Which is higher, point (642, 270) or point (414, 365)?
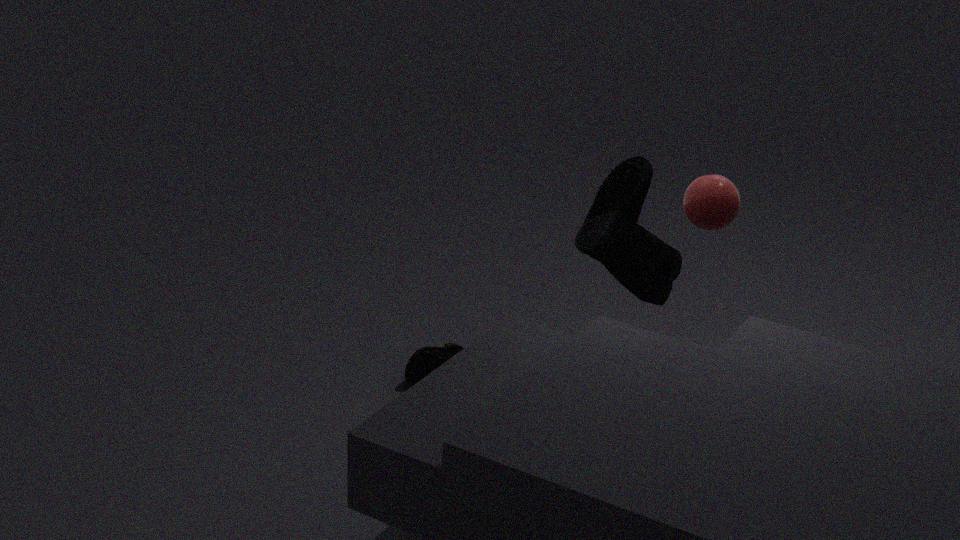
point (642, 270)
